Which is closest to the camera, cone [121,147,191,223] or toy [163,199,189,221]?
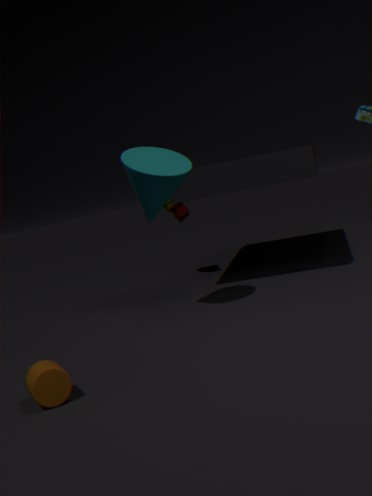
cone [121,147,191,223]
